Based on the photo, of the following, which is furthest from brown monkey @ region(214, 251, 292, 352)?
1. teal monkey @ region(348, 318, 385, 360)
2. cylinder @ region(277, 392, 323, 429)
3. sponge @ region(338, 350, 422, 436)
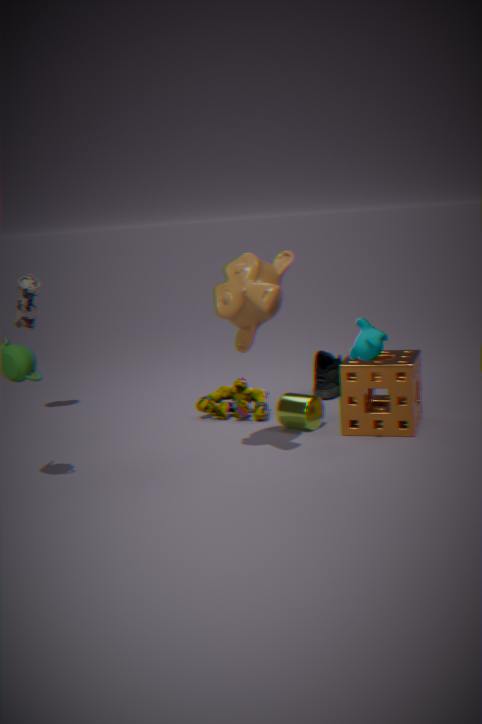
cylinder @ region(277, 392, 323, 429)
